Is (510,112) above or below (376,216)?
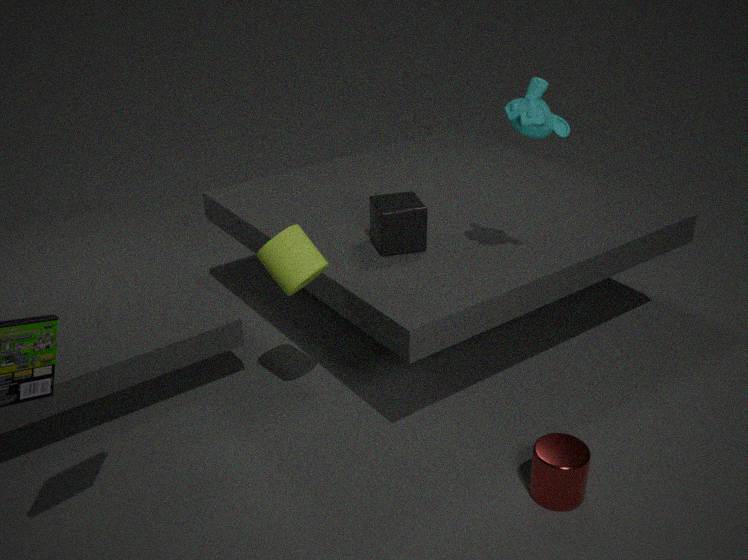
above
